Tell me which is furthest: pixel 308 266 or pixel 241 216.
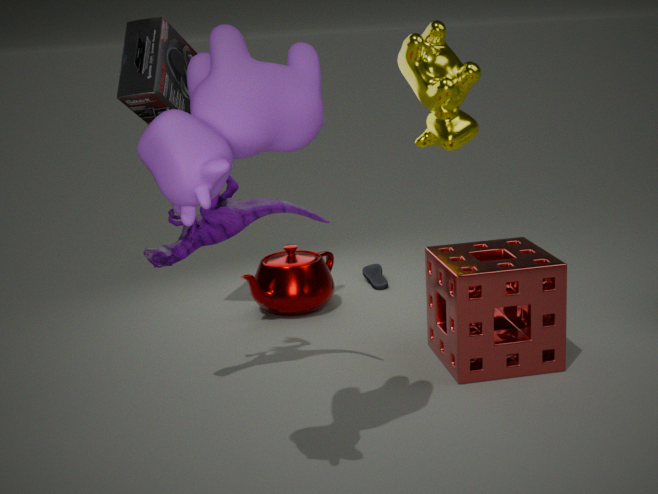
pixel 308 266
